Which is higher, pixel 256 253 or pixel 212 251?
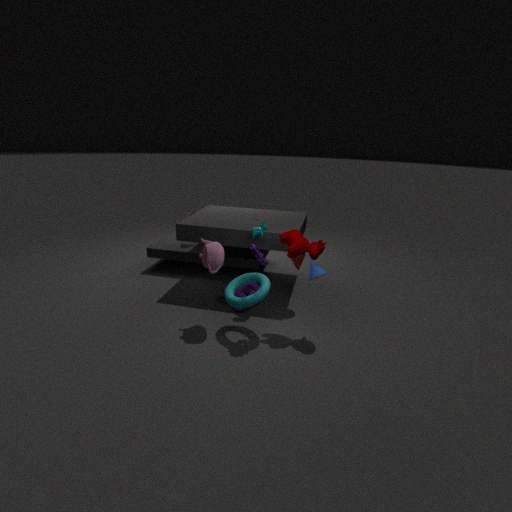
pixel 256 253
